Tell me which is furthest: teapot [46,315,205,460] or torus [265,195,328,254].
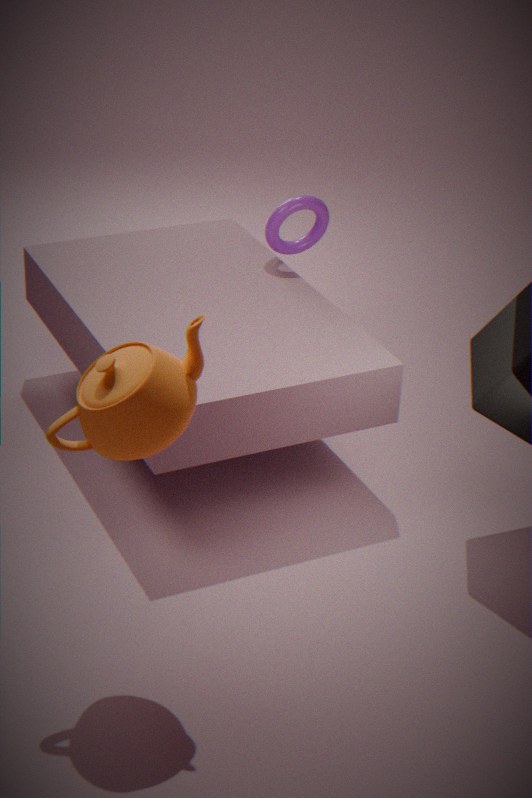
torus [265,195,328,254]
